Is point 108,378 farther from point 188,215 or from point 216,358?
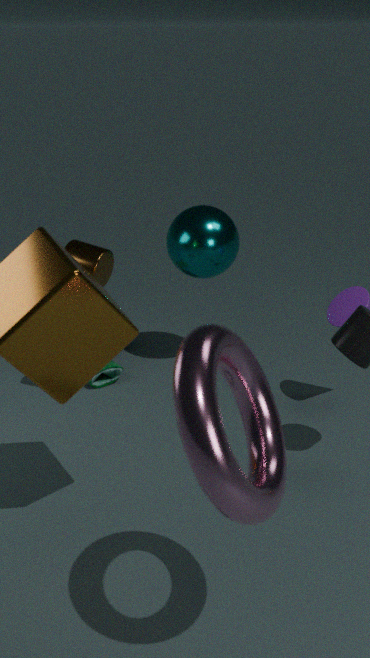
point 216,358
